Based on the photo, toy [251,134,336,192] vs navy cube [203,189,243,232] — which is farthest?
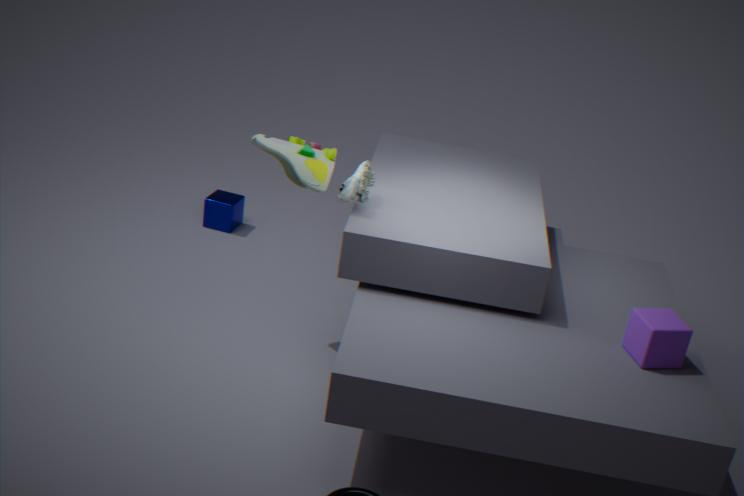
navy cube [203,189,243,232]
